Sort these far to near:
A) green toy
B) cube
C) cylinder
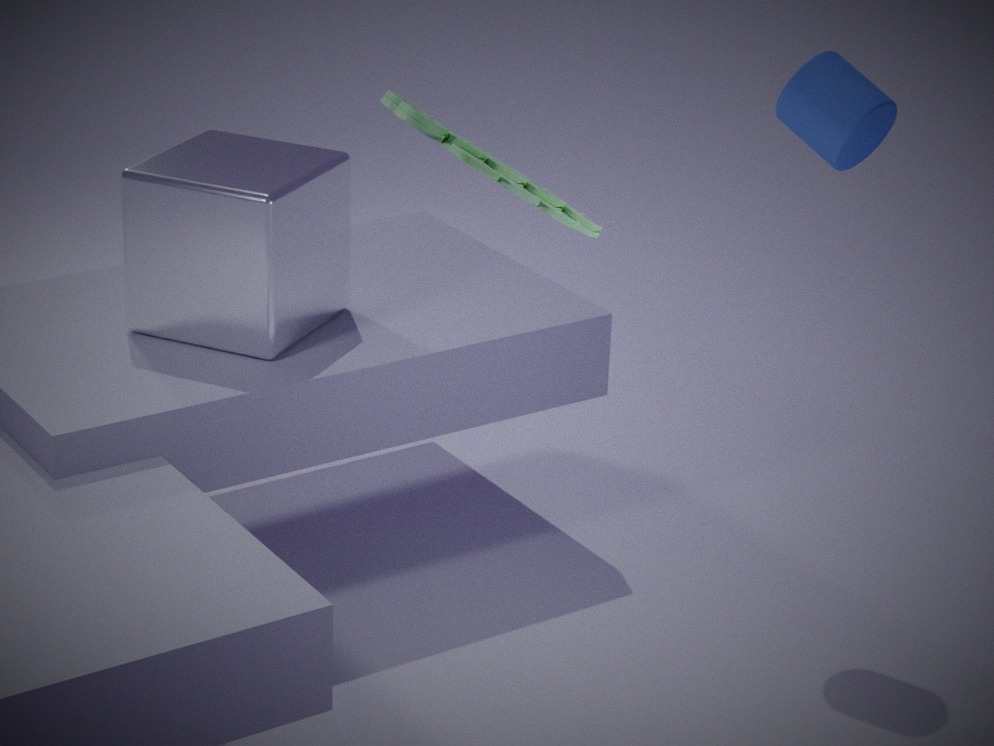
cube < cylinder < green toy
